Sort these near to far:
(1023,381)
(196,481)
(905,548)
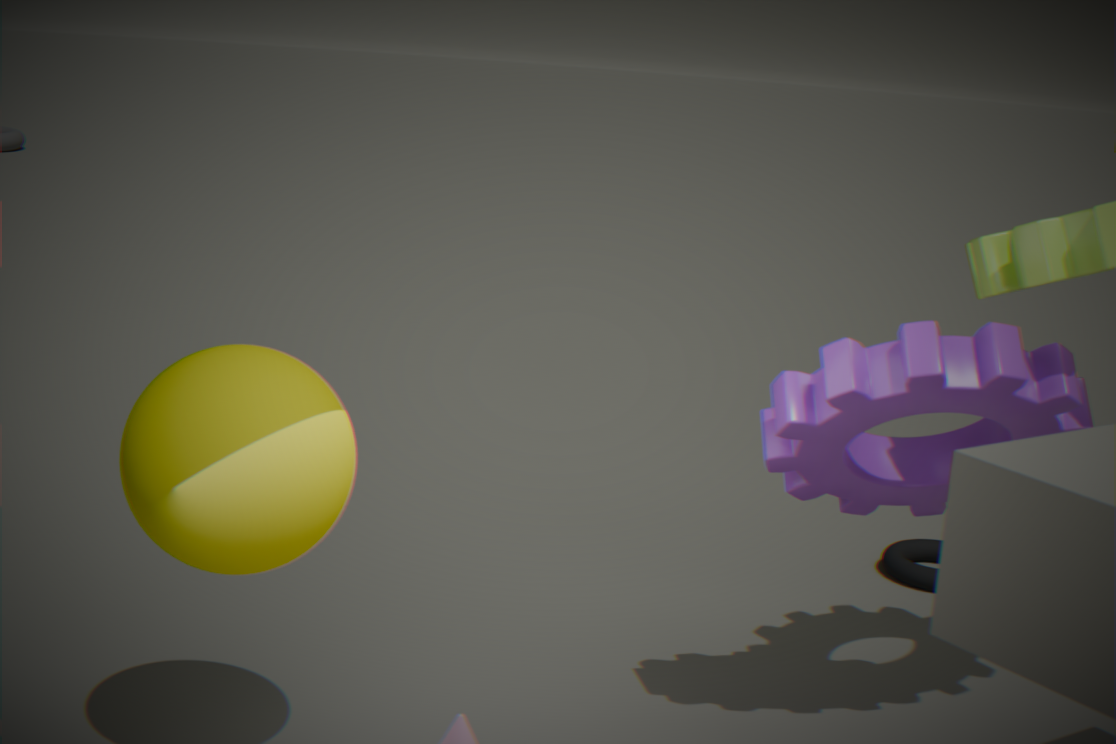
(196,481) < (1023,381) < (905,548)
